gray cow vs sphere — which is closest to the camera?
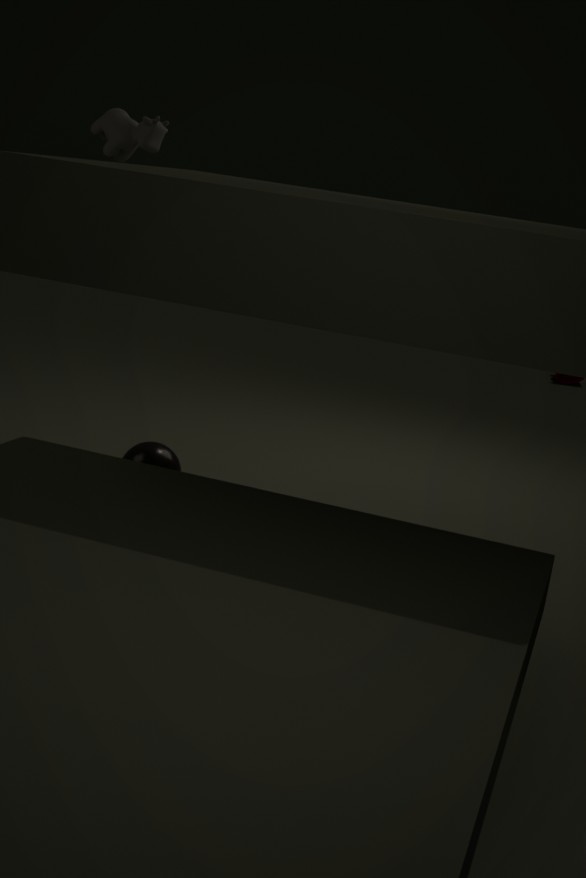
sphere
